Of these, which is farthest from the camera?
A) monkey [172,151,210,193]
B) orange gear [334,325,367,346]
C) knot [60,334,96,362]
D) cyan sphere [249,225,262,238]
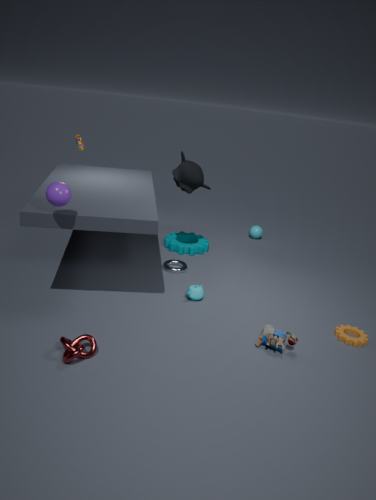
cyan sphere [249,225,262,238]
